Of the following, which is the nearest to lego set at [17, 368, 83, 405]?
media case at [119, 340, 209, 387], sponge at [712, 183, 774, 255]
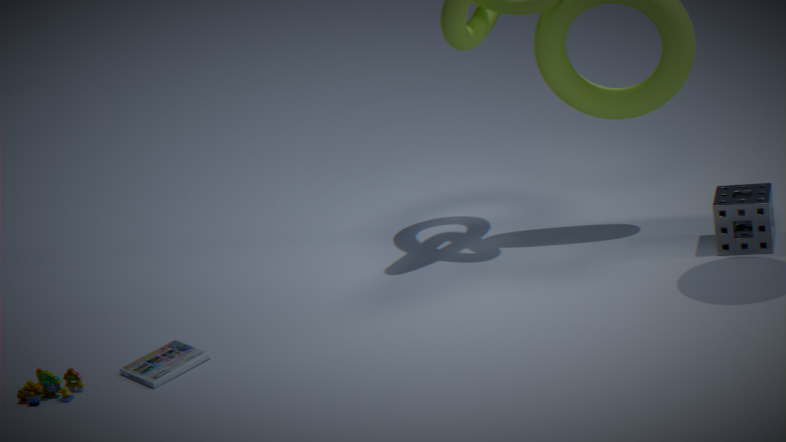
media case at [119, 340, 209, 387]
